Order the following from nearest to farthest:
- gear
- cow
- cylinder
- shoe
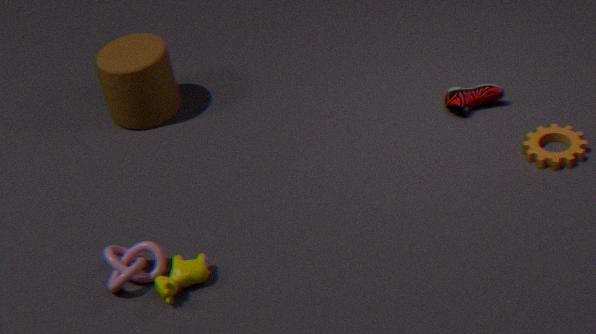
cow → gear → shoe → cylinder
